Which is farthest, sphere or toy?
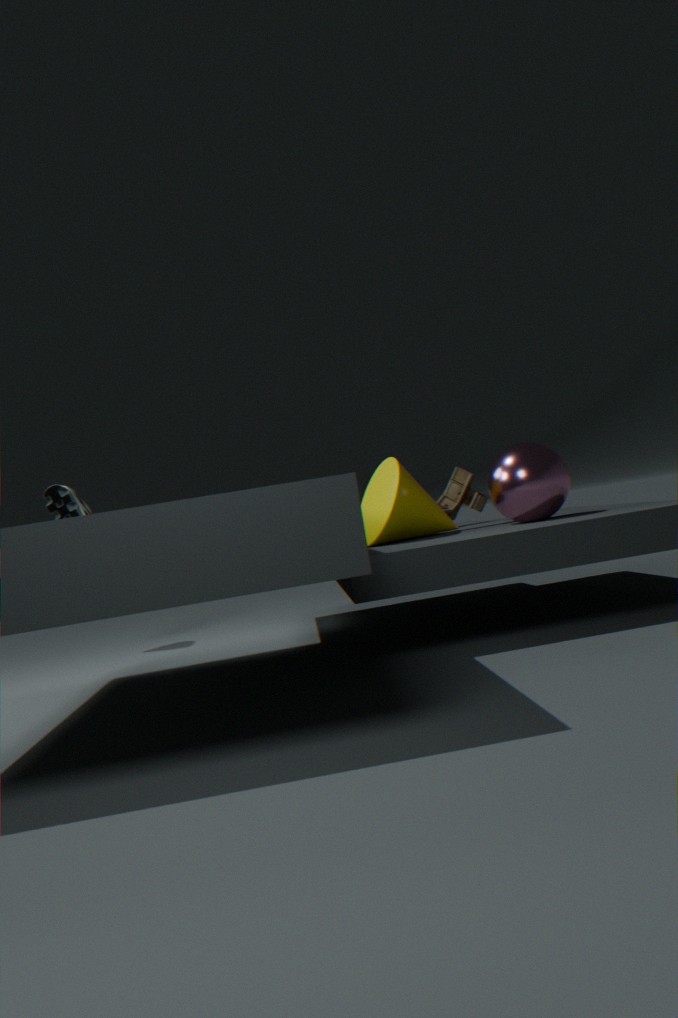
toy
